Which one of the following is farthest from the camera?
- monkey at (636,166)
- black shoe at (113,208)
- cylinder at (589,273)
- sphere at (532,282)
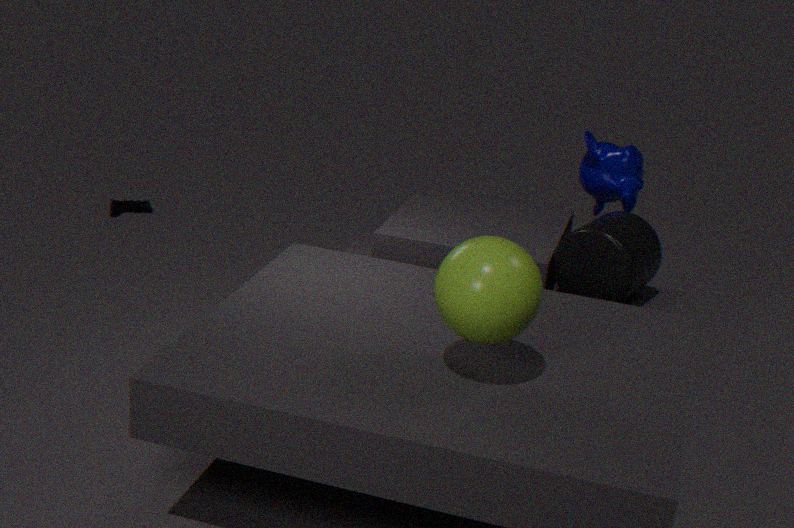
black shoe at (113,208)
